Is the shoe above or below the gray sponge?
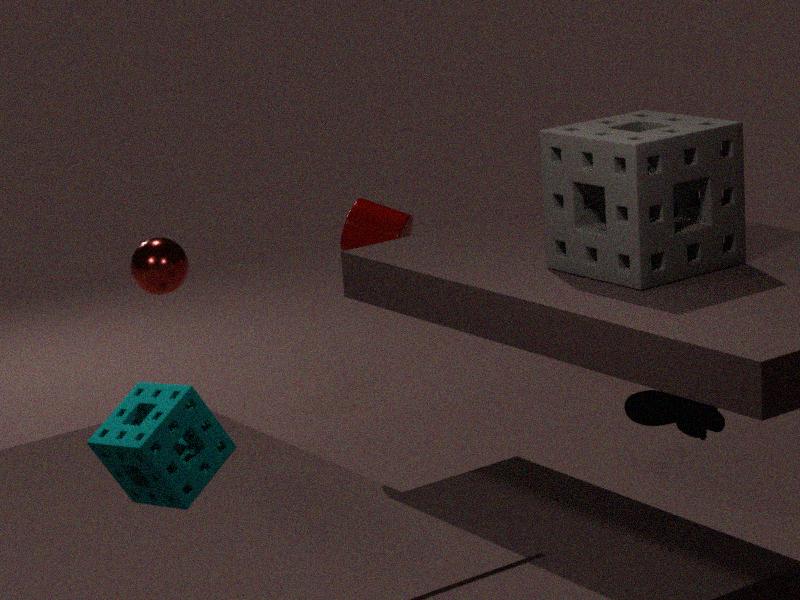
below
